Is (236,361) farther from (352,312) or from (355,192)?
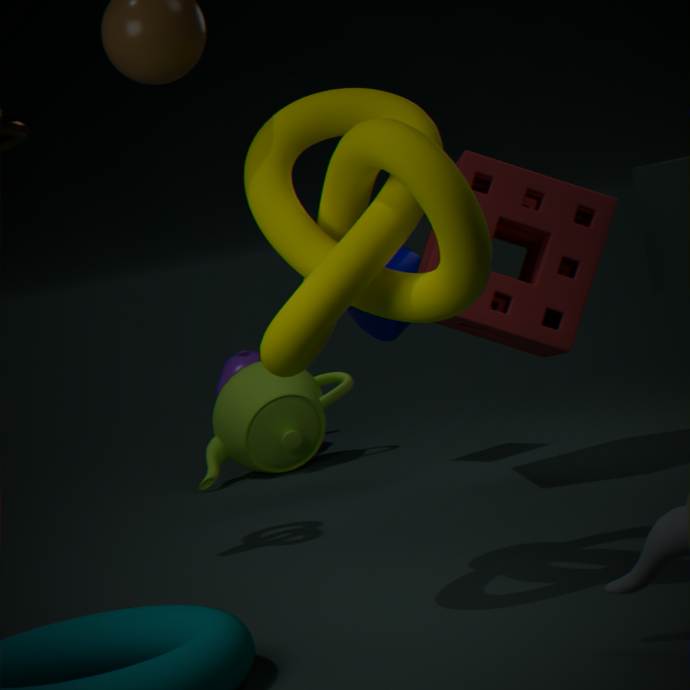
(355,192)
